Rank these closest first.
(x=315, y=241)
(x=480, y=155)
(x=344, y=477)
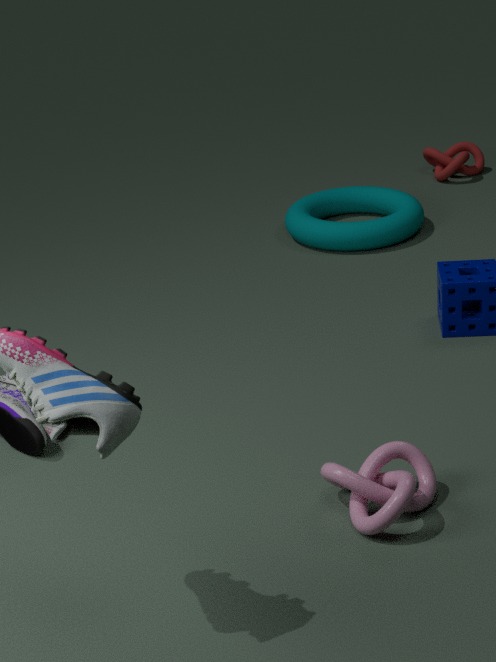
1. (x=344, y=477)
2. (x=315, y=241)
3. (x=480, y=155)
